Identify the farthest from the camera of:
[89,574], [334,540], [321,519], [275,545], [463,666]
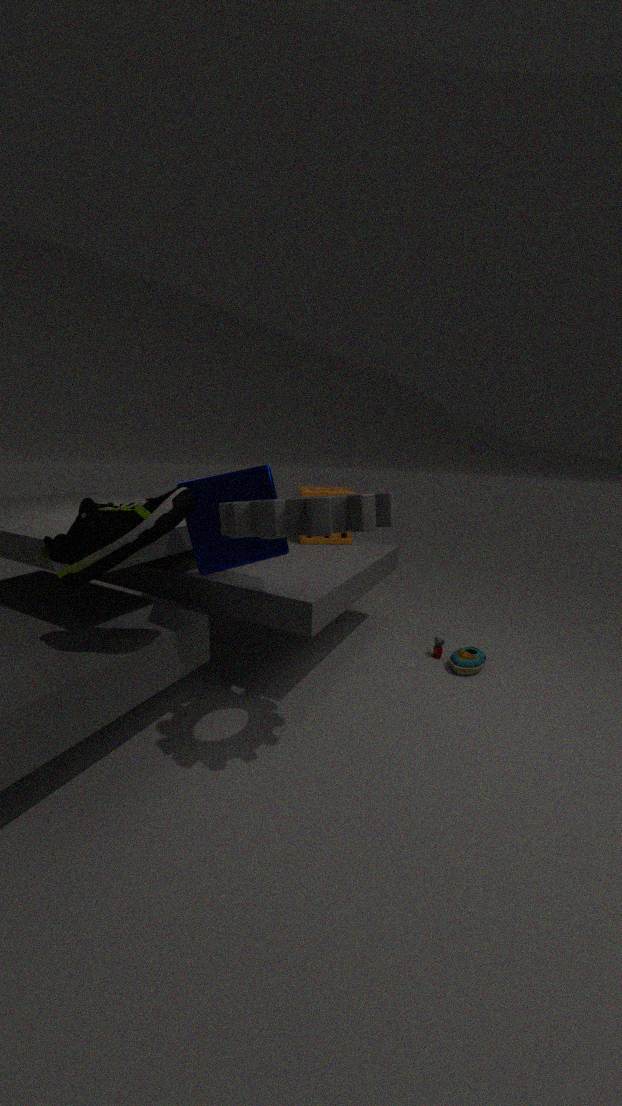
[334,540]
